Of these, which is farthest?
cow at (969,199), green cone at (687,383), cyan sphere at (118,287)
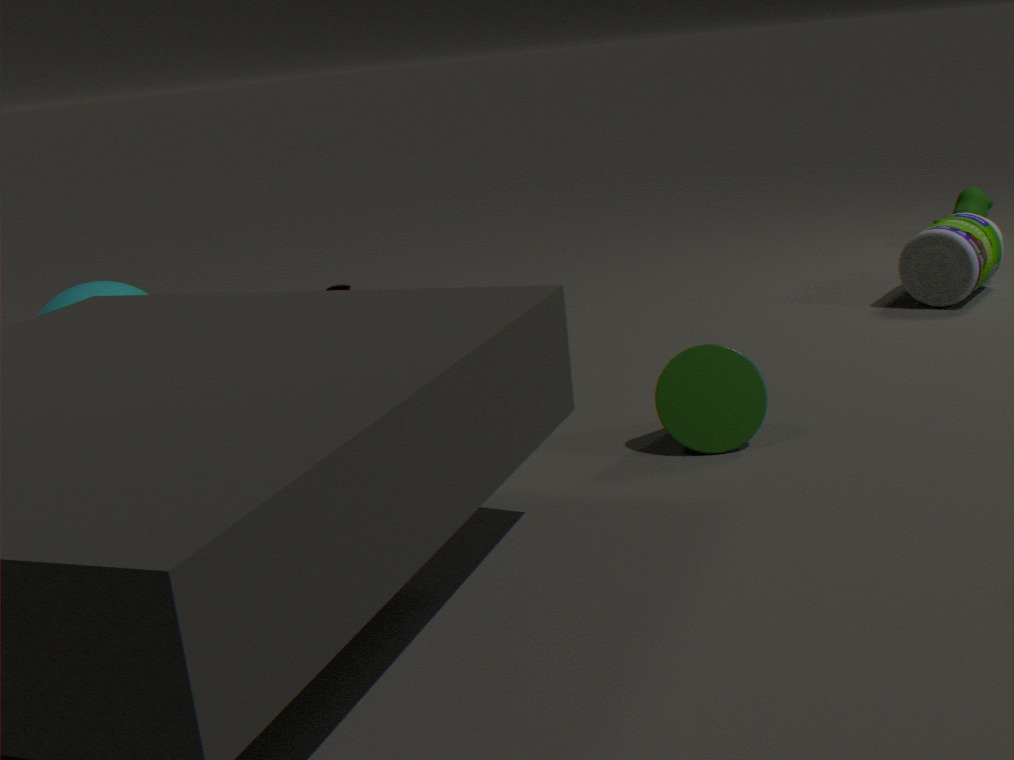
cow at (969,199)
